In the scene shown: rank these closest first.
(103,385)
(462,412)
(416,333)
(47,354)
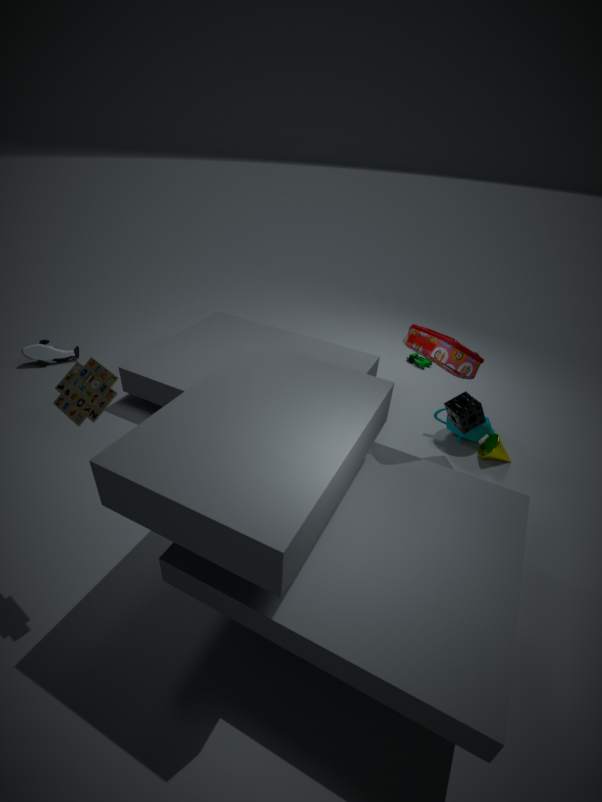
(103,385) → (416,333) → (462,412) → (47,354)
